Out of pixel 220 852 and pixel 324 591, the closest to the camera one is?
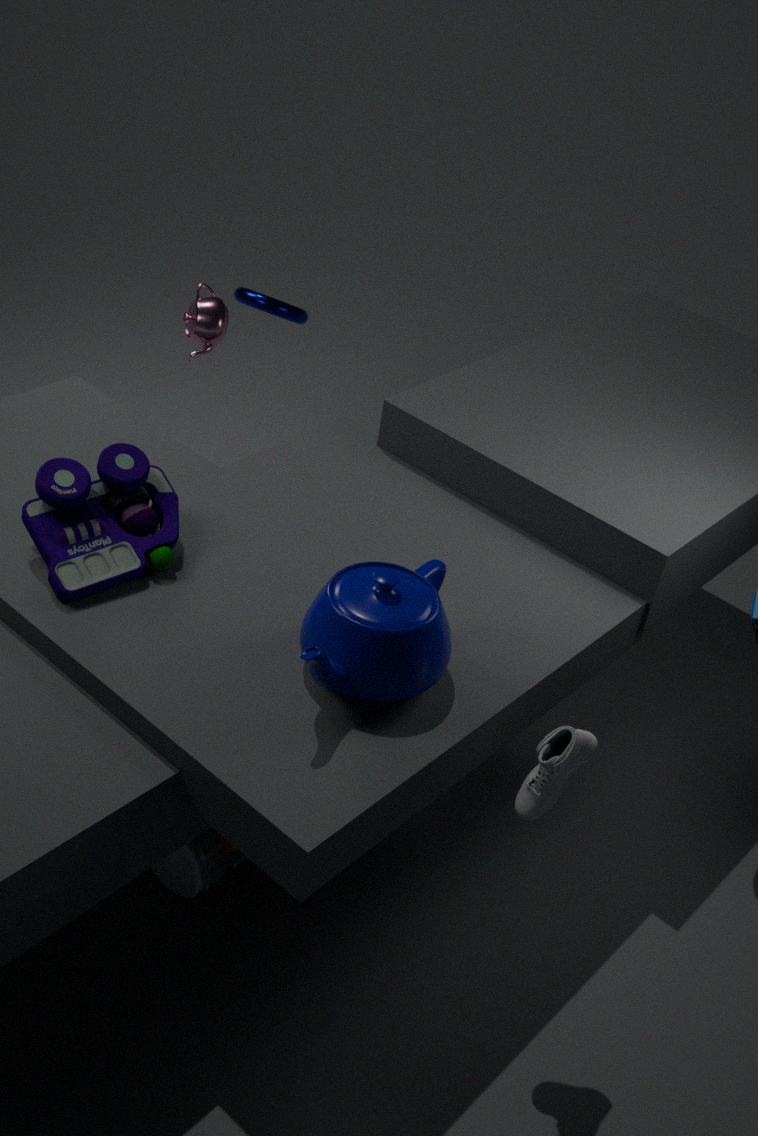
pixel 324 591
